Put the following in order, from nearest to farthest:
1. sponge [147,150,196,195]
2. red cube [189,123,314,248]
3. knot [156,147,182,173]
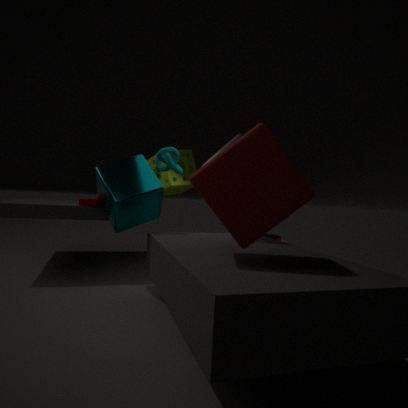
red cube [189,123,314,248]
knot [156,147,182,173]
sponge [147,150,196,195]
